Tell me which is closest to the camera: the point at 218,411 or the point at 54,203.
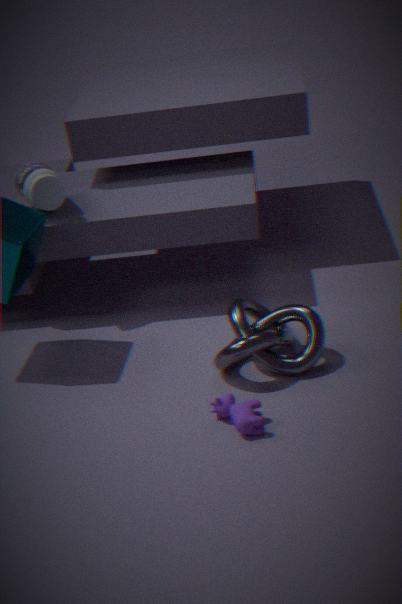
the point at 218,411
